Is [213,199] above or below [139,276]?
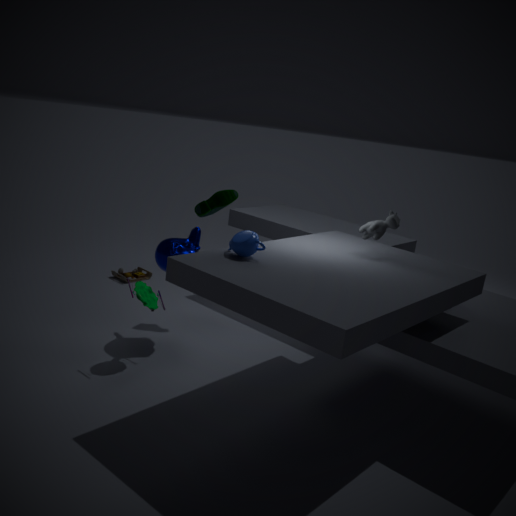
above
